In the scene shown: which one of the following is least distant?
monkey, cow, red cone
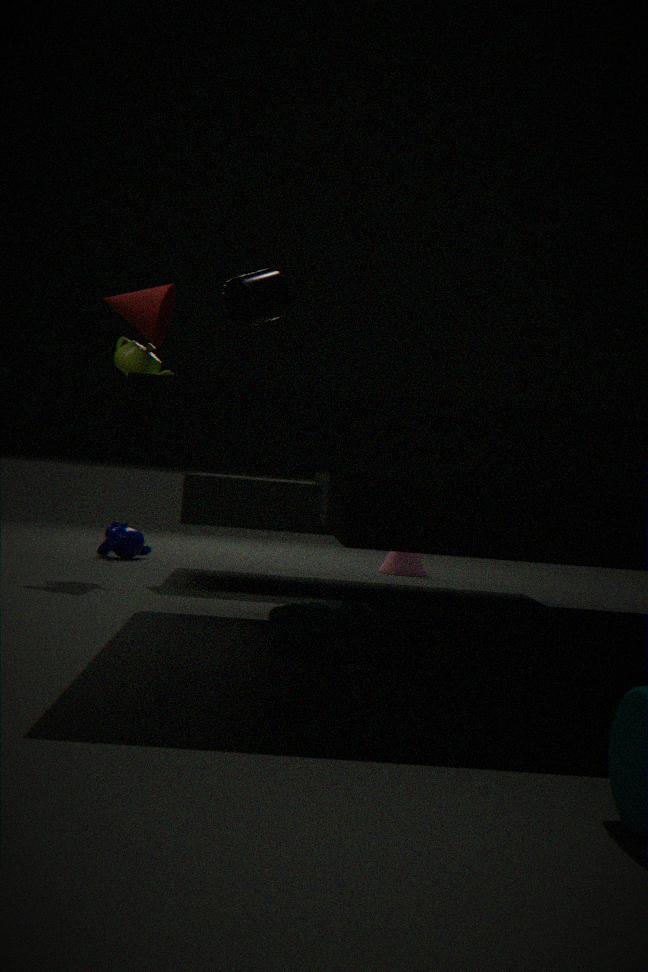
cow
